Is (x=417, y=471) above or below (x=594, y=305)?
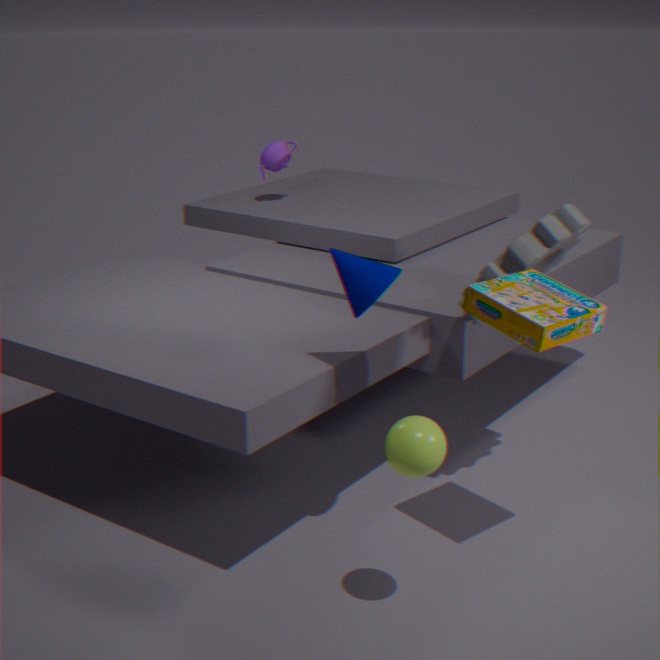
below
